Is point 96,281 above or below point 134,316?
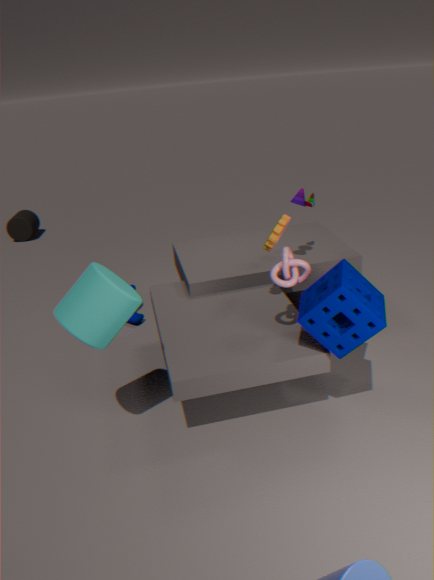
above
